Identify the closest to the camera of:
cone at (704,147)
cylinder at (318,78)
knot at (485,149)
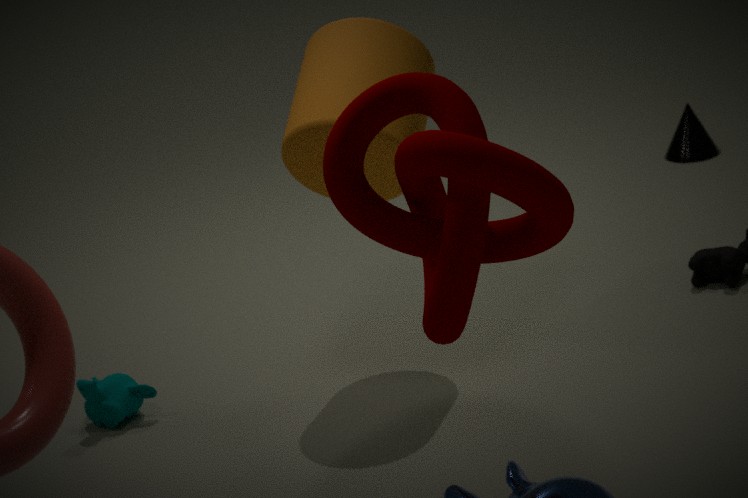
knot at (485,149)
